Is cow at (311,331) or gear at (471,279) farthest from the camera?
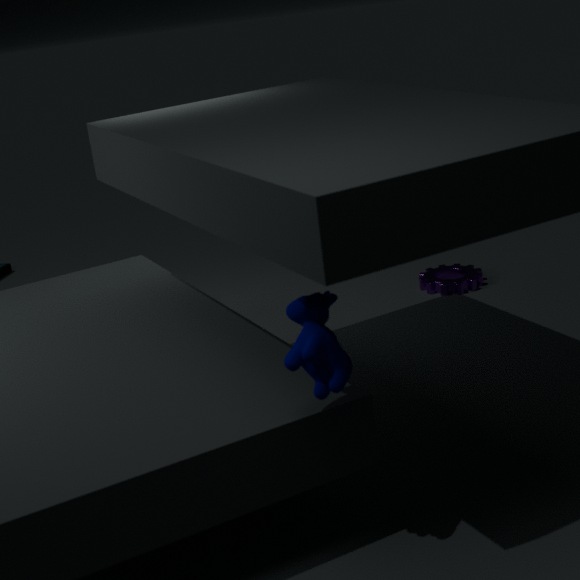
gear at (471,279)
